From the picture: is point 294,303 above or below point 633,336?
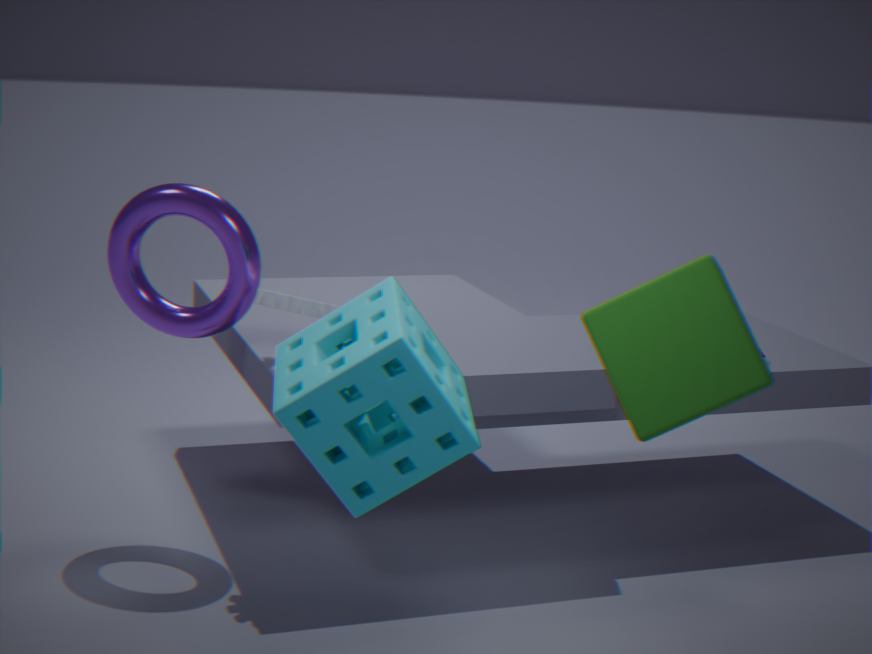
below
